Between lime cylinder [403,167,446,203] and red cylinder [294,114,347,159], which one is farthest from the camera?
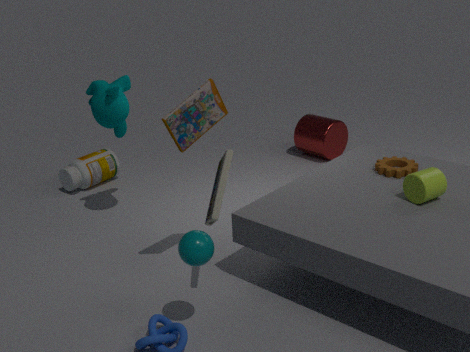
red cylinder [294,114,347,159]
